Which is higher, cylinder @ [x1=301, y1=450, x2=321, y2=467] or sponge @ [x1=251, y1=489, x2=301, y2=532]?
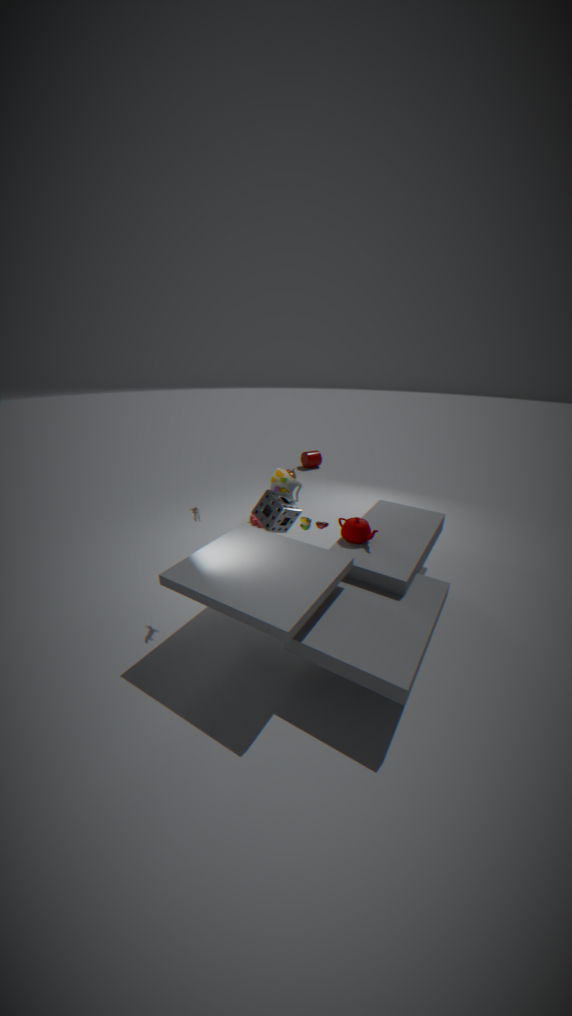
sponge @ [x1=251, y1=489, x2=301, y2=532]
